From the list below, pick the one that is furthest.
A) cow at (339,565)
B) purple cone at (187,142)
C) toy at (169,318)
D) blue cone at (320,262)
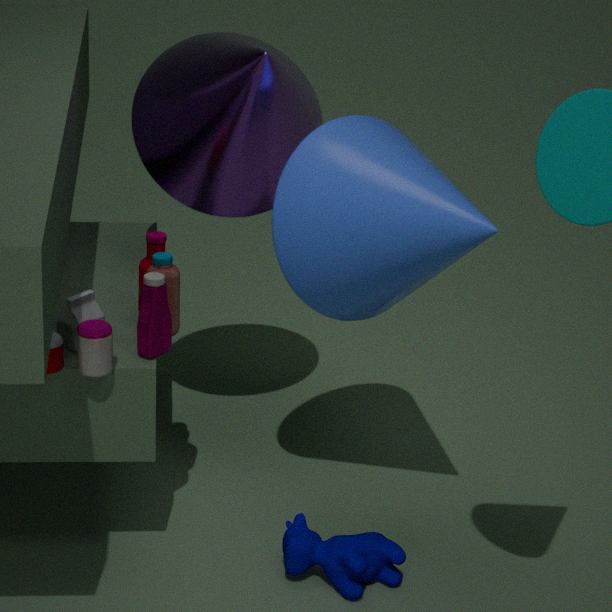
purple cone at (187,142)
